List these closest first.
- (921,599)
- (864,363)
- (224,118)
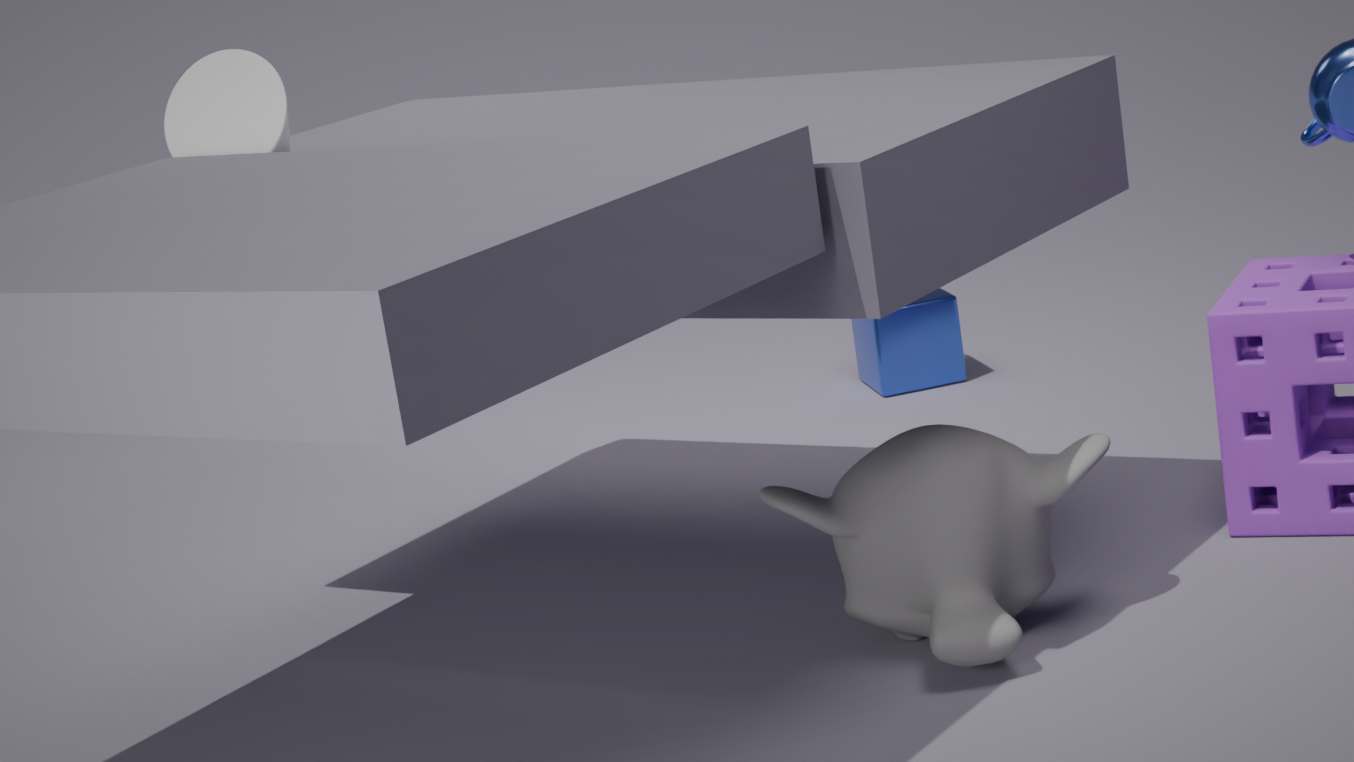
(921,599), (224,118), (864,363)
